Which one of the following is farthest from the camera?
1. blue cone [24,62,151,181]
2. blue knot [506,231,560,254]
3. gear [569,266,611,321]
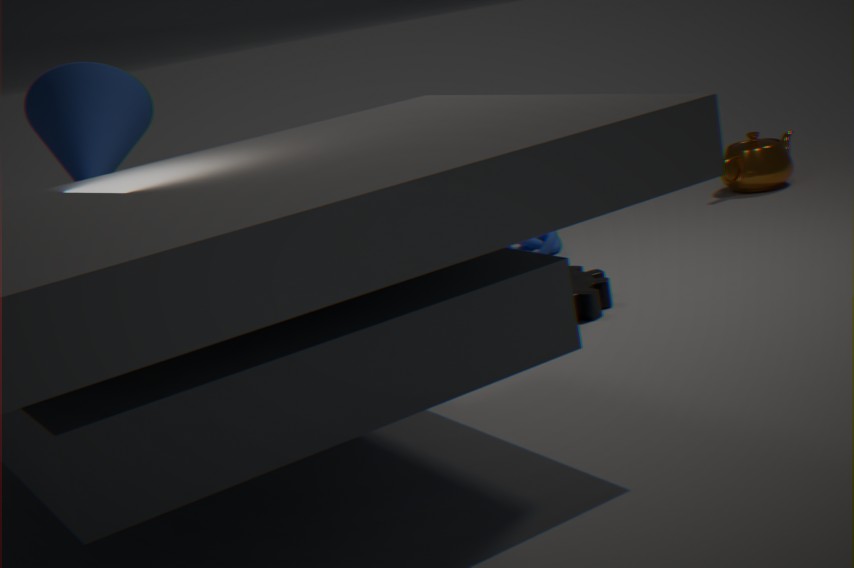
blue knot [506,231,560,254]
